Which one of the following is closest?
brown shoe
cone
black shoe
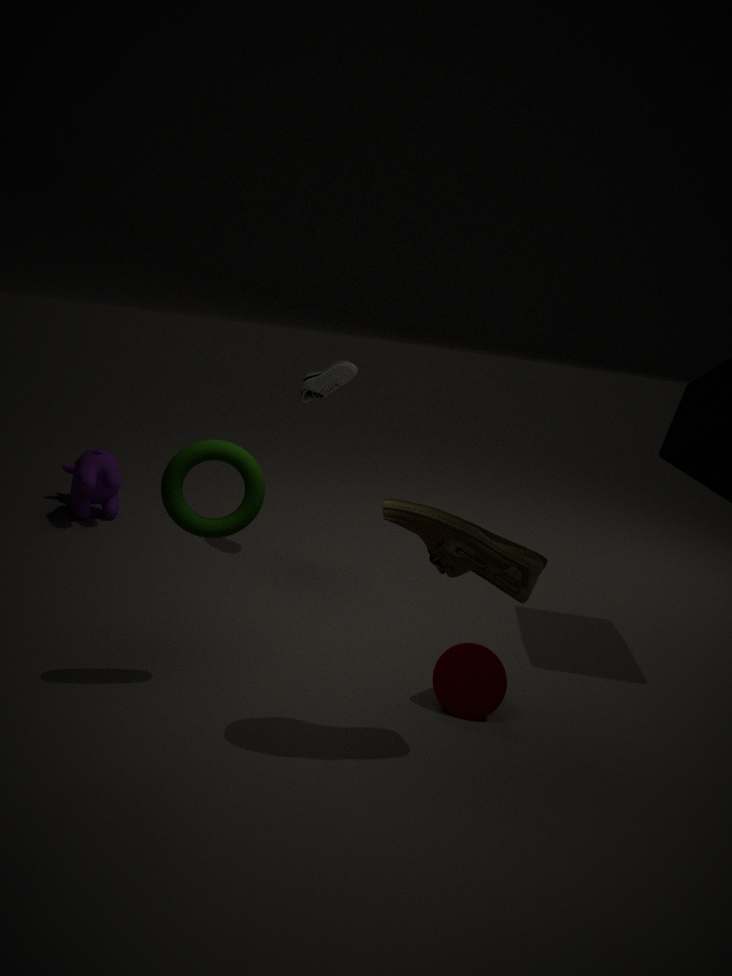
brown shoe
